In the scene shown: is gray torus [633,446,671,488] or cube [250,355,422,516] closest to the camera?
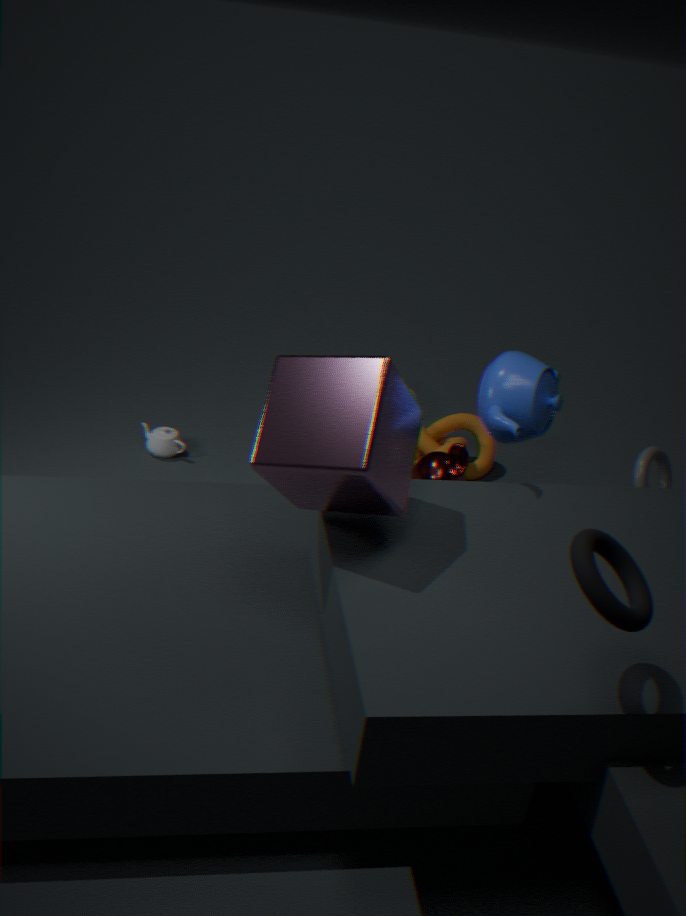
cube [250,355,422,516]
